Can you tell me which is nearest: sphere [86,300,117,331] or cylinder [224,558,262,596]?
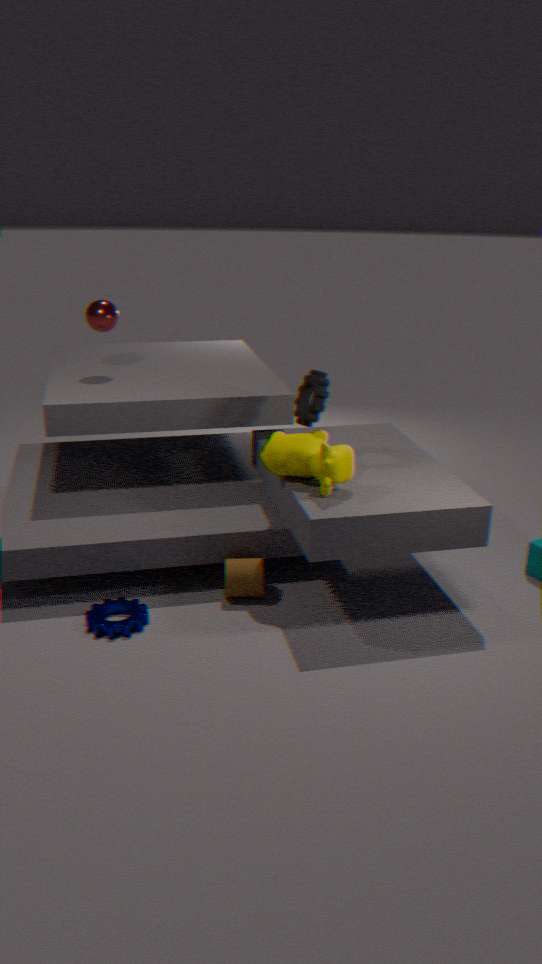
cylinder [224,558,262,596]
